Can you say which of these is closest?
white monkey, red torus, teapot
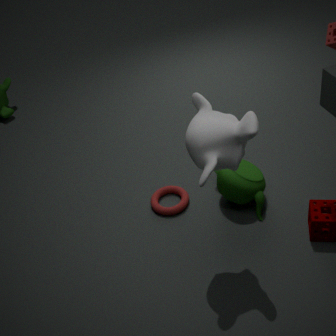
white monkey
